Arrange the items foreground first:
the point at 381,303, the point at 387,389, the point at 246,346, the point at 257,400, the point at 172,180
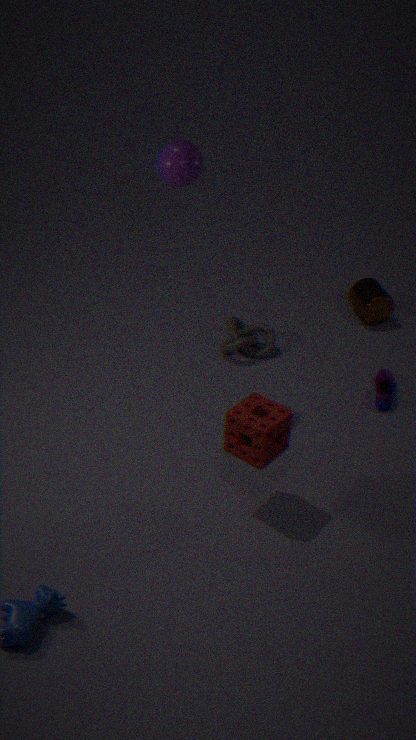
the point at 257,400
the point at 172,180
the point at 387,389
the point at 246,346
the point at 381,303
